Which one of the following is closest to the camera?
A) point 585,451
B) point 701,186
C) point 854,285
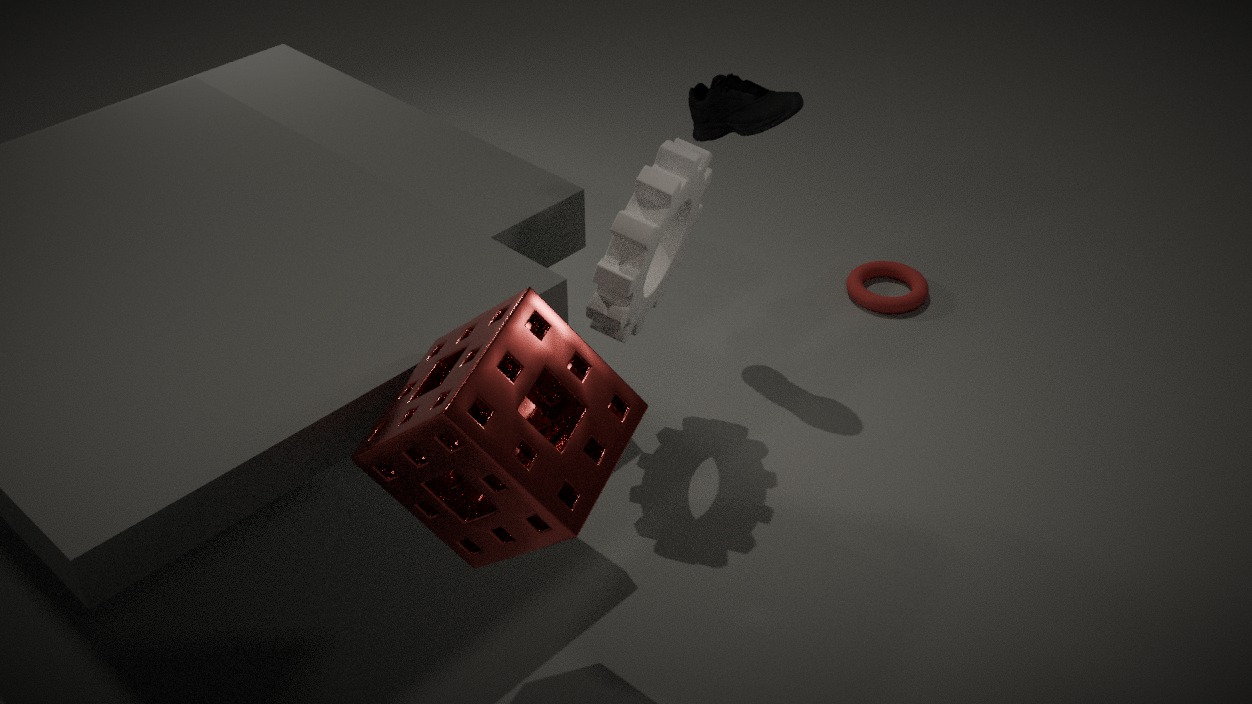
point 585,451
